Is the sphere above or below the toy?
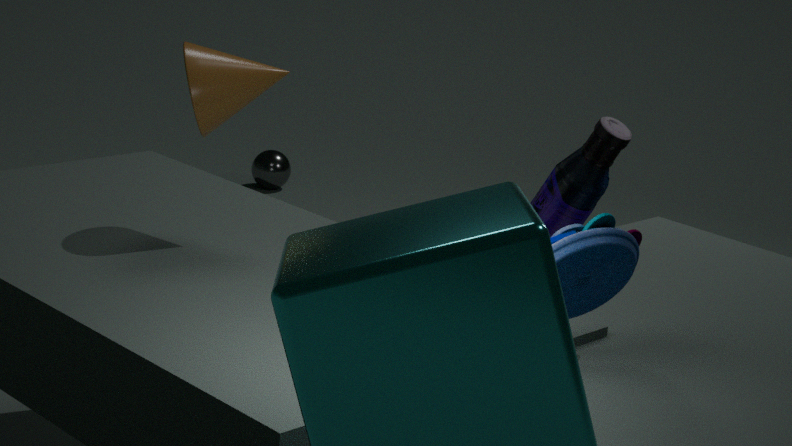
below
